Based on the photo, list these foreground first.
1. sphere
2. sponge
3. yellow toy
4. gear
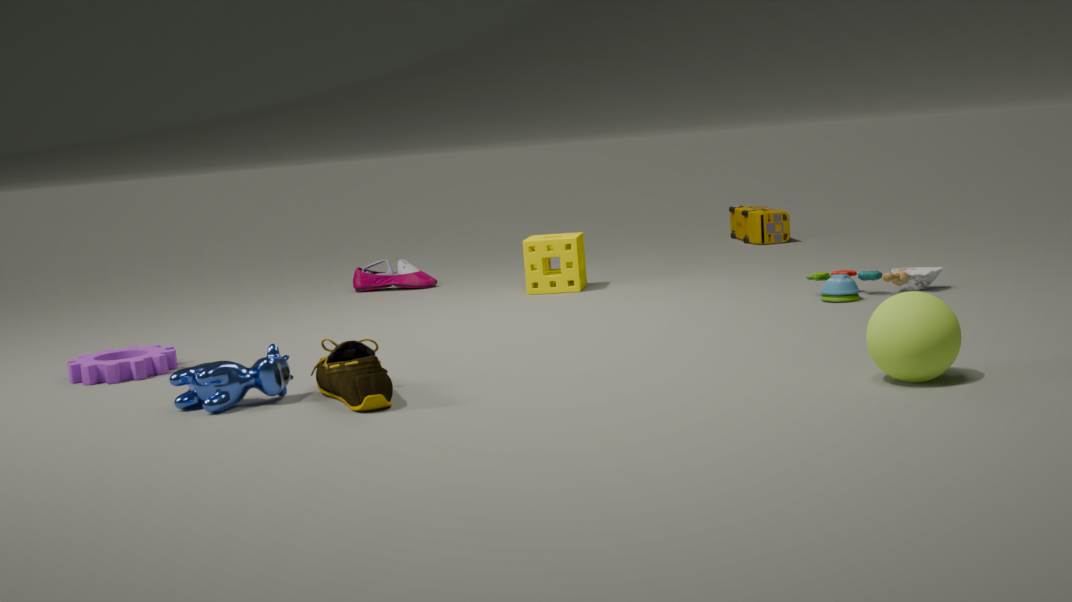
1. sphere
2. gear
3. sponge
4. yellow toy
